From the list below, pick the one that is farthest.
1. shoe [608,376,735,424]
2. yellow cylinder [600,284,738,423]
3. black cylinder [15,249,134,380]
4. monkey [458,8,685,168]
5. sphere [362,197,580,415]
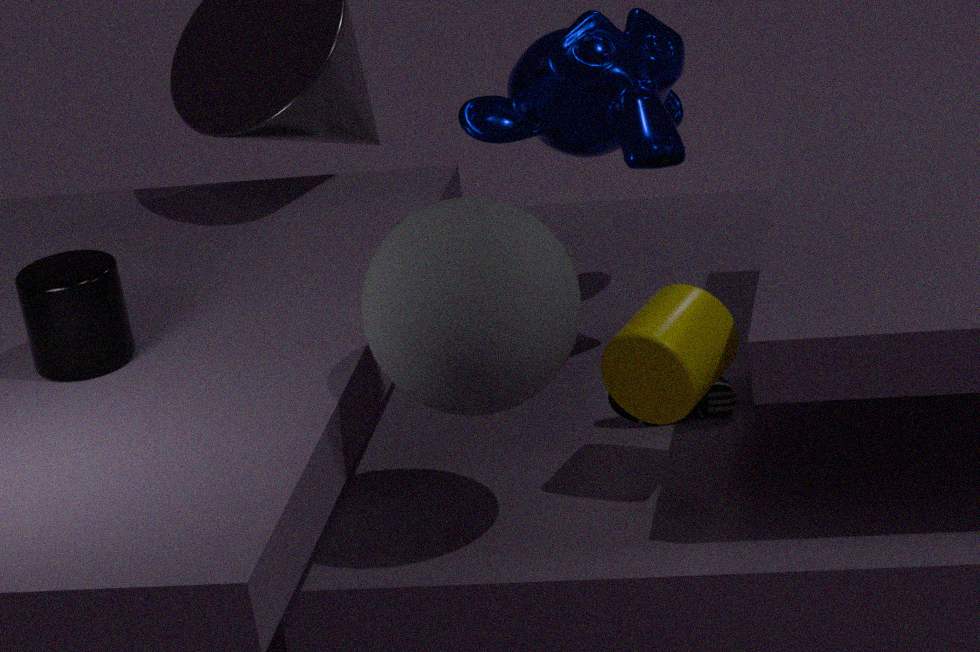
monkey [458,8,685,168]
